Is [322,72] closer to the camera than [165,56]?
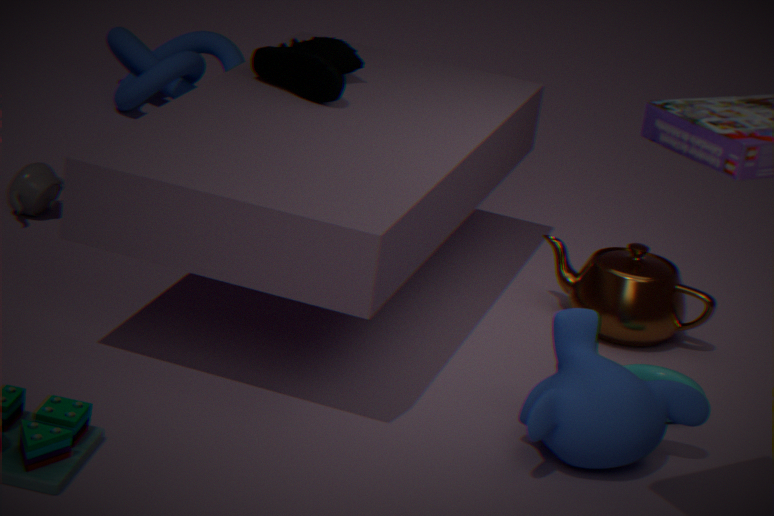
Yes
